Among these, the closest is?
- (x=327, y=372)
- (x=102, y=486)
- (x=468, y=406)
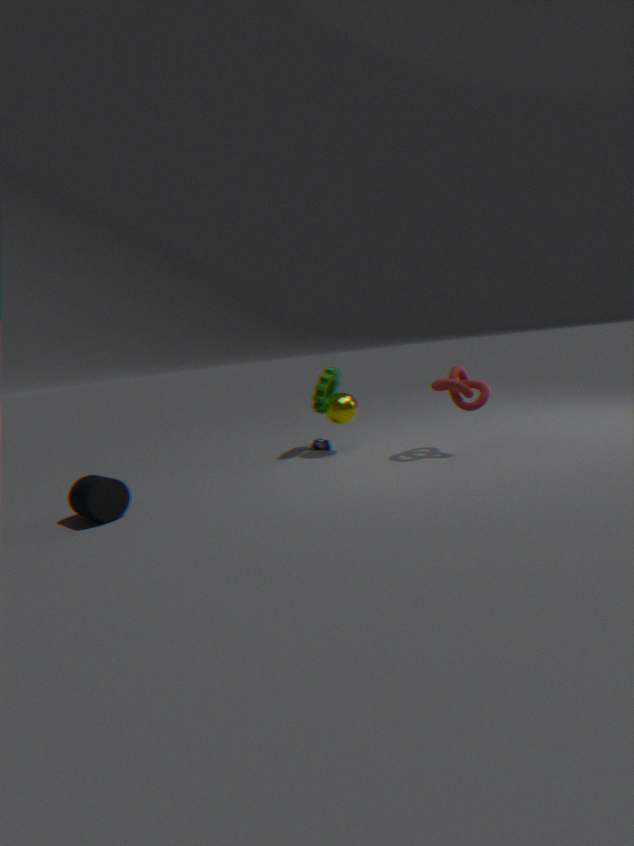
(x=102, y=486)
